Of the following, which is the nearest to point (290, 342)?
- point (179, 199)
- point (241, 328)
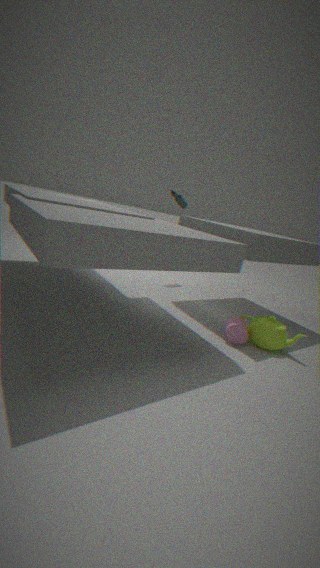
point (241, 328)
